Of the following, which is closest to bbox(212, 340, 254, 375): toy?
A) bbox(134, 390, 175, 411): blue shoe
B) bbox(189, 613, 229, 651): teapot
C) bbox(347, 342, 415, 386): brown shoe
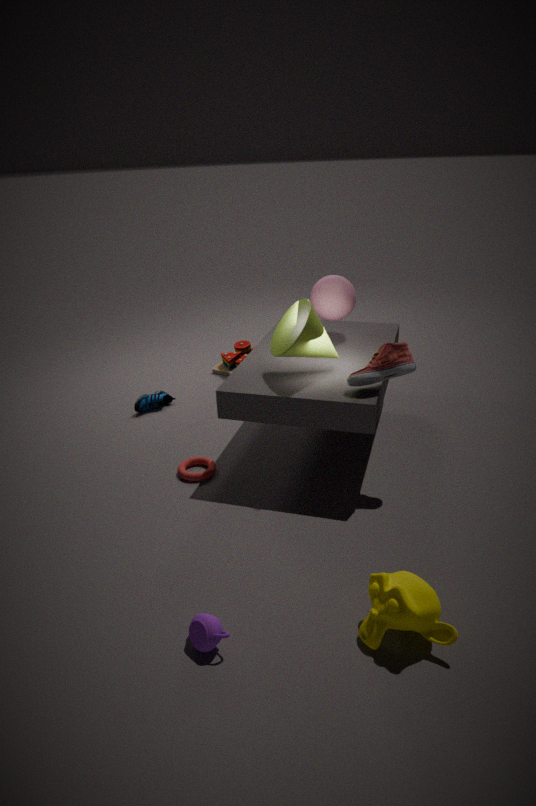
bbox(134, 390, 175, 411): blue shoe
